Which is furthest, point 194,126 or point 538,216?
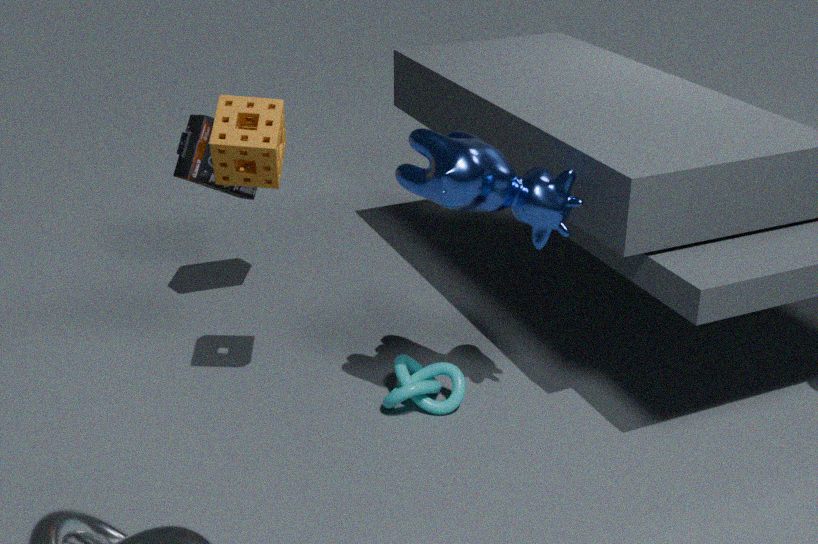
point 194,126
